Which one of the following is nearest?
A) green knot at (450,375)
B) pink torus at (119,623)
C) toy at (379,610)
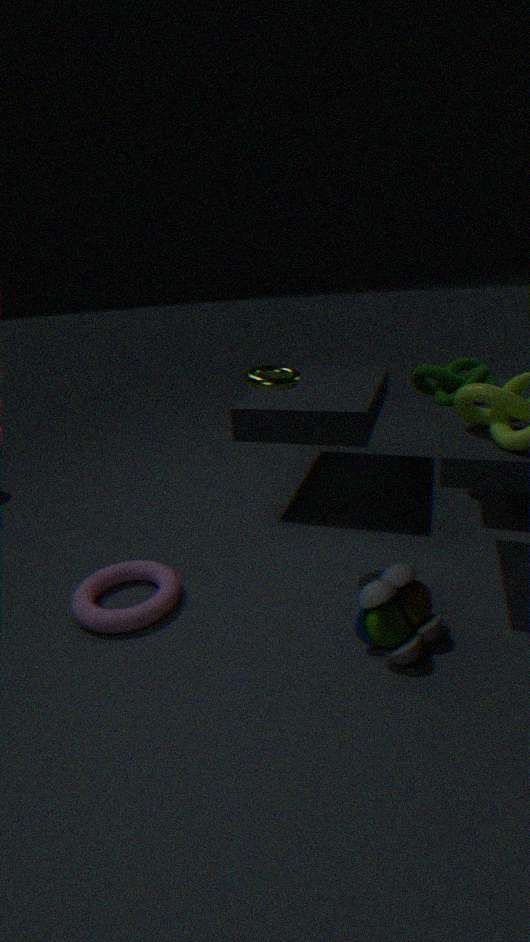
toy at (379,610)
